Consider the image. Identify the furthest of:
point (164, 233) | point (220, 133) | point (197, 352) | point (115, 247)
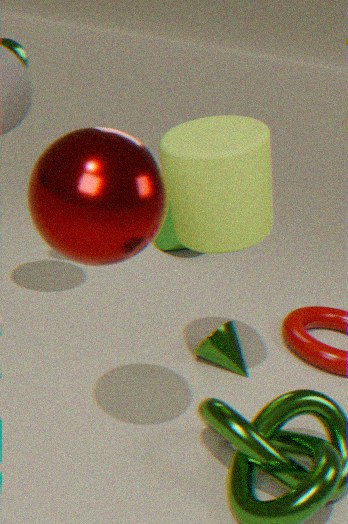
point (164, 233)
